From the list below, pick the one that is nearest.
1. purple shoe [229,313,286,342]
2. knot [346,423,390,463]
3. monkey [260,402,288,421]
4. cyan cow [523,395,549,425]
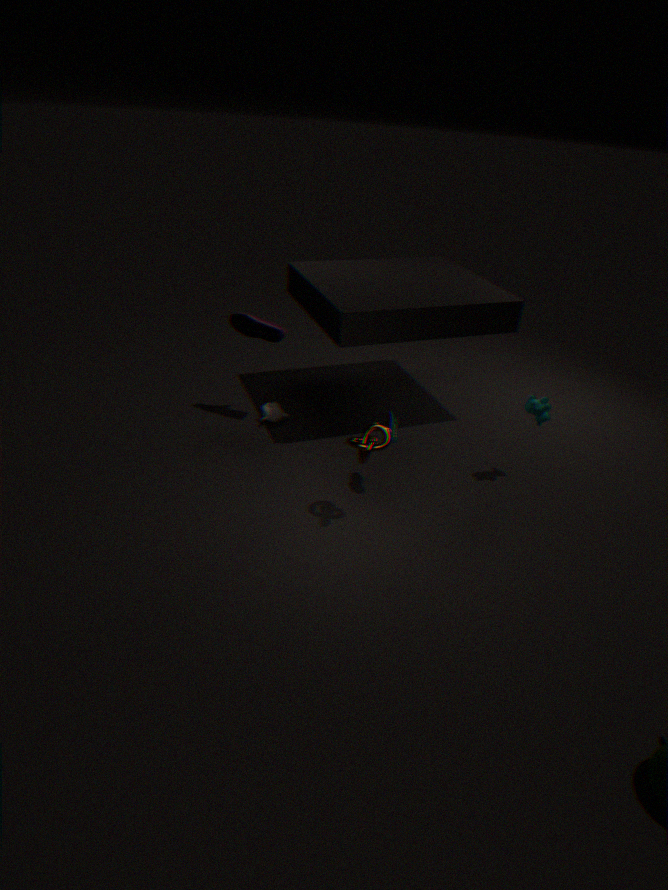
knot [346,423,390,463]
